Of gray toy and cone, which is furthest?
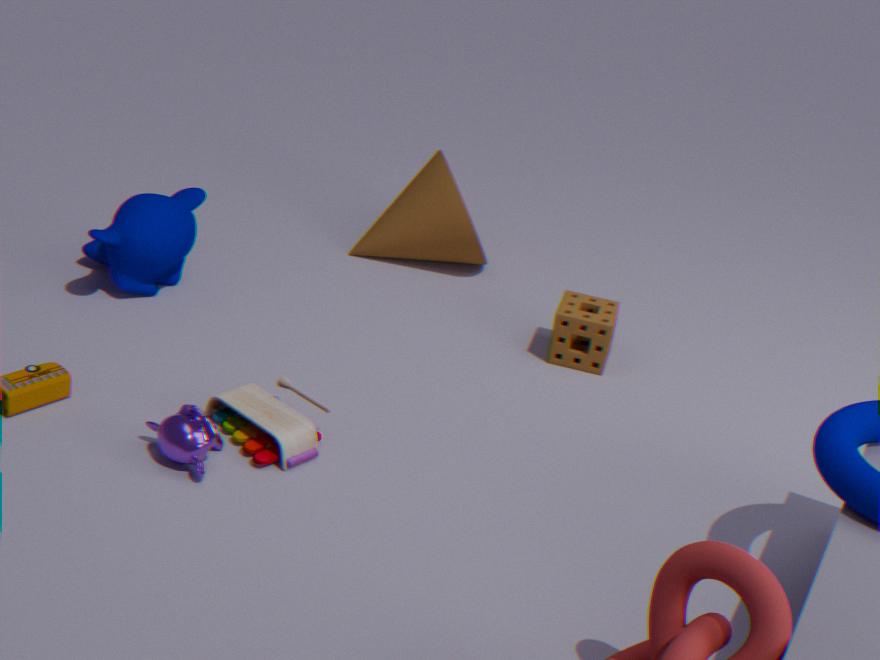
cone
